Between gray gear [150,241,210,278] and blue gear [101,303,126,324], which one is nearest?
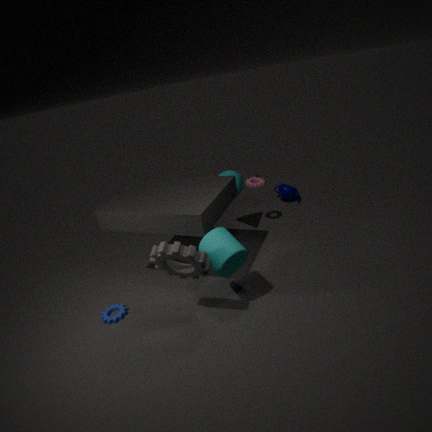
gray gear [150,241,210,278]
